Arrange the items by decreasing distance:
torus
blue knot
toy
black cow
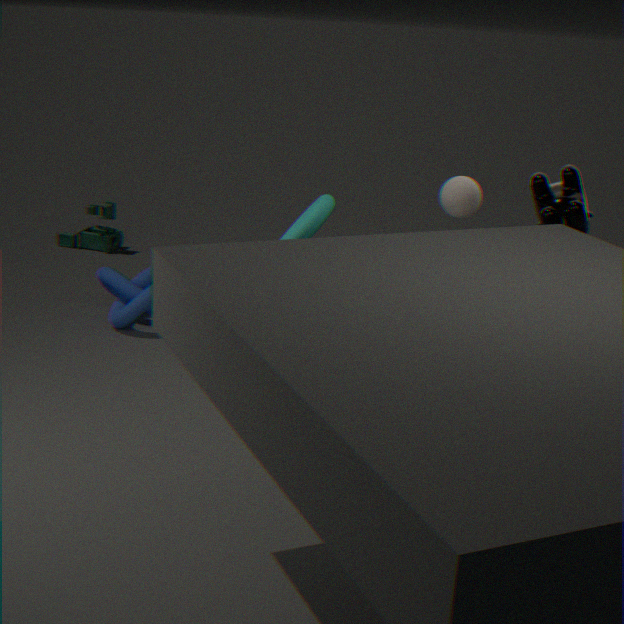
1. toy
2. blue knot
3. black cow
4. torus
